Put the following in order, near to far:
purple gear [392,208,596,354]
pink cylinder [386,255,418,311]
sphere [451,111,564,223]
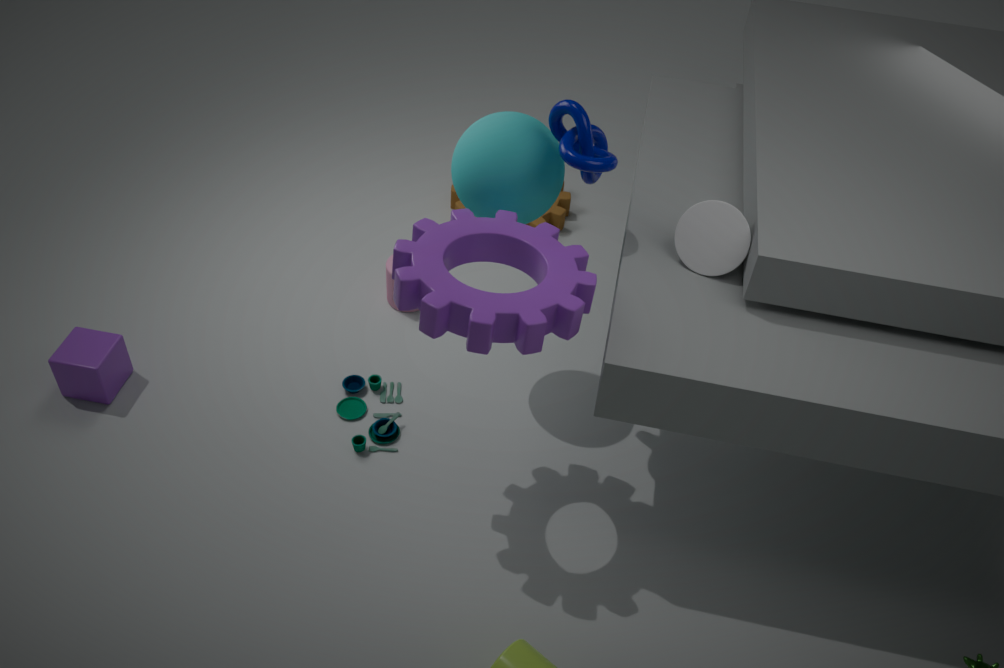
1. purple gear [392,208,596,354]
2. sphere [451,111,564,223]
3. pink cylinder [386,255,418,311]
